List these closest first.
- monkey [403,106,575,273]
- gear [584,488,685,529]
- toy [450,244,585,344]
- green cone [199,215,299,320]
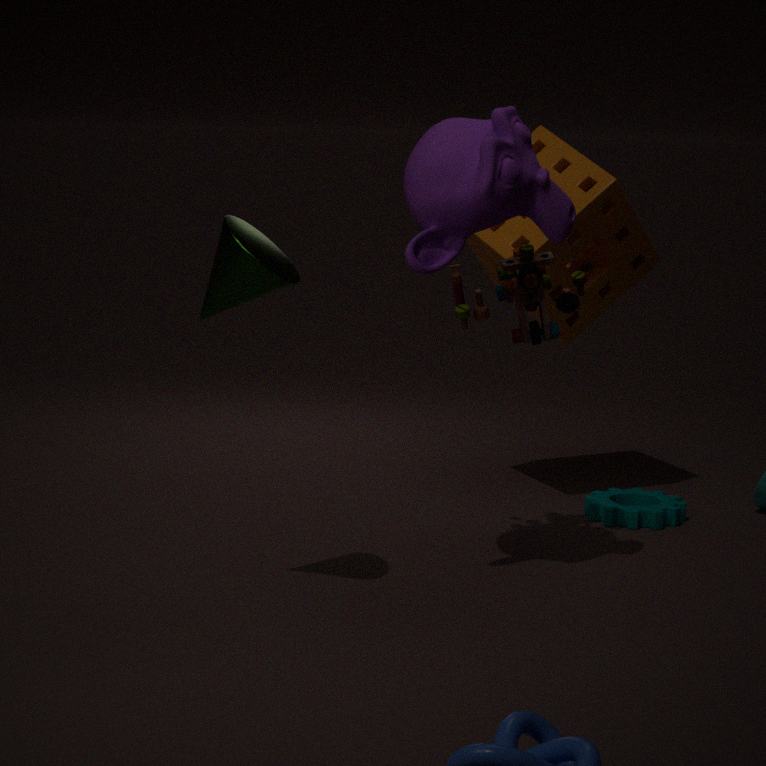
green cone [199,215,299,320] → monkey [403,106,575,273] → toy [450,244,585,344] → gear [584,488,685,529]
